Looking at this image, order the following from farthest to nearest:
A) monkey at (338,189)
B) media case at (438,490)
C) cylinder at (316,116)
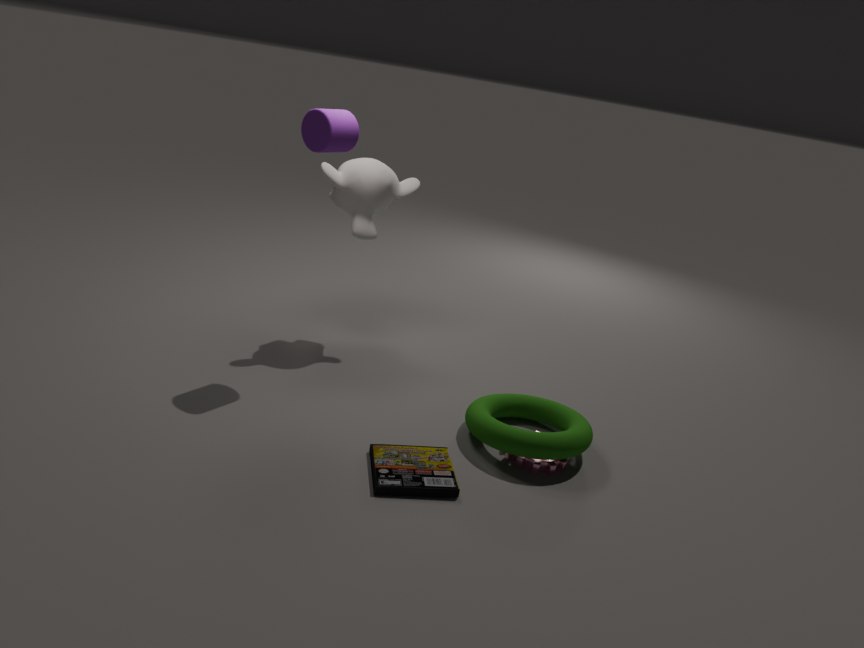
monkey at (338,189) → cylinder at (316,116) → media case at (438,490)
